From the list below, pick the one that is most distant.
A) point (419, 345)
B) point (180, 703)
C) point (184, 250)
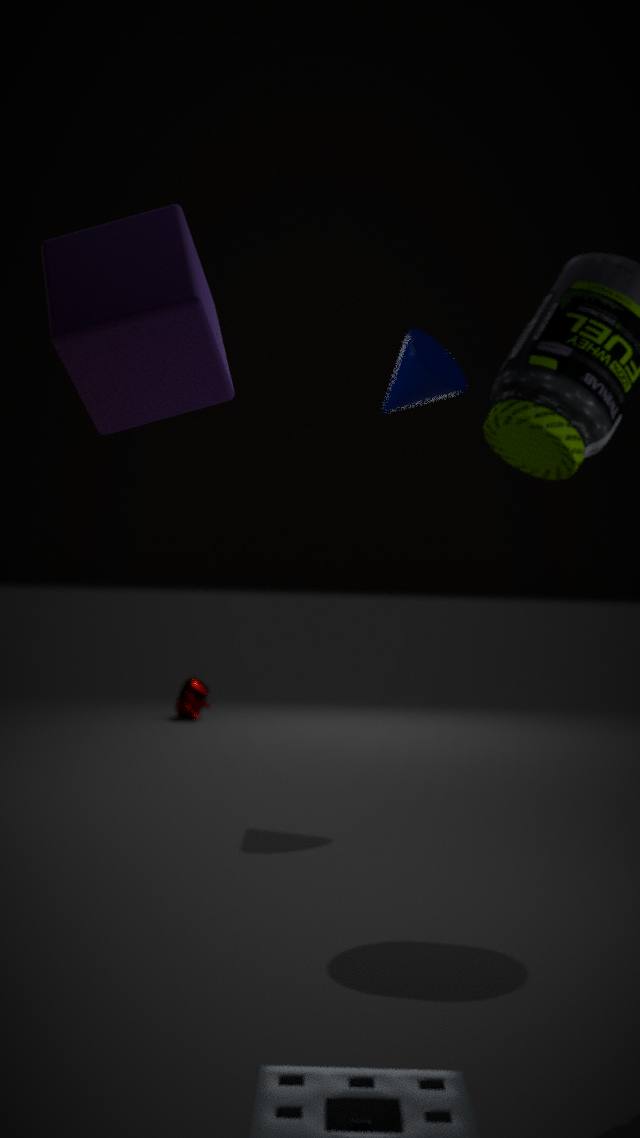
point (180, 703)
